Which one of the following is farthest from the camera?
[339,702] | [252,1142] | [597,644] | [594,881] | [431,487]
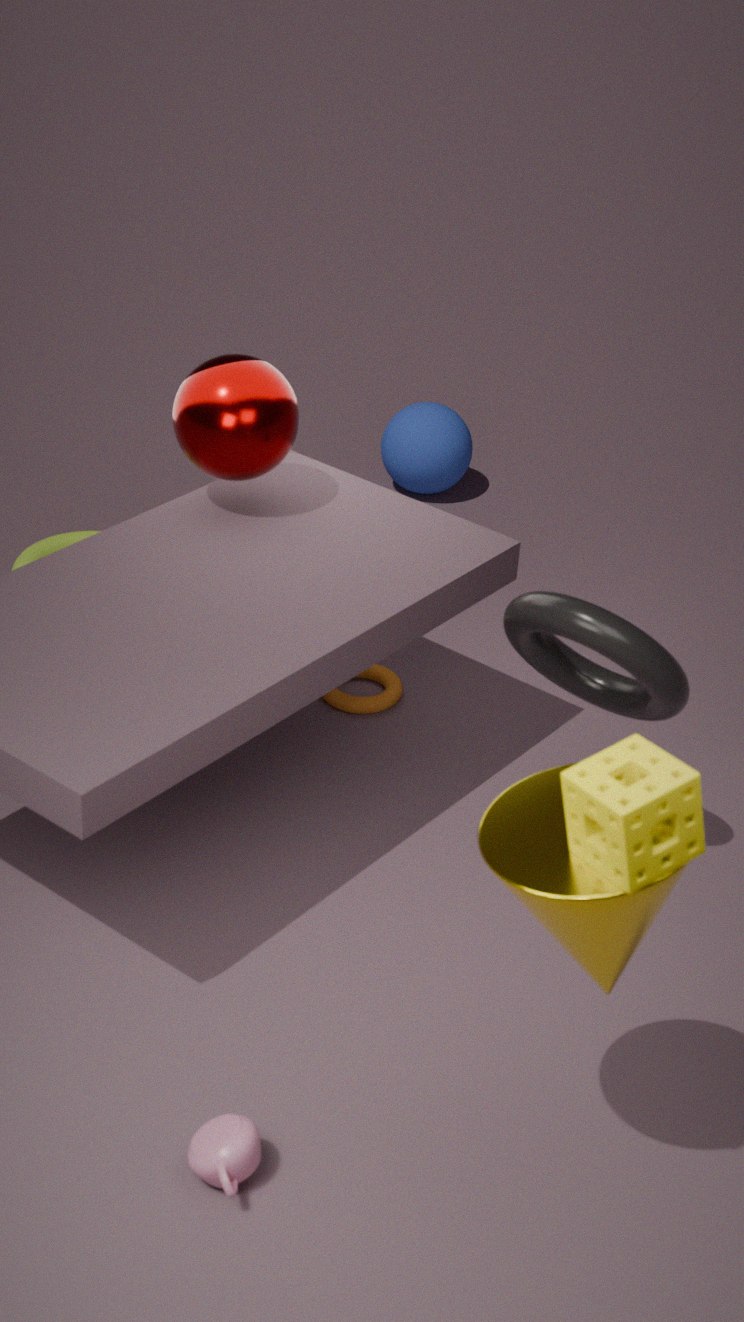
[431,487]
